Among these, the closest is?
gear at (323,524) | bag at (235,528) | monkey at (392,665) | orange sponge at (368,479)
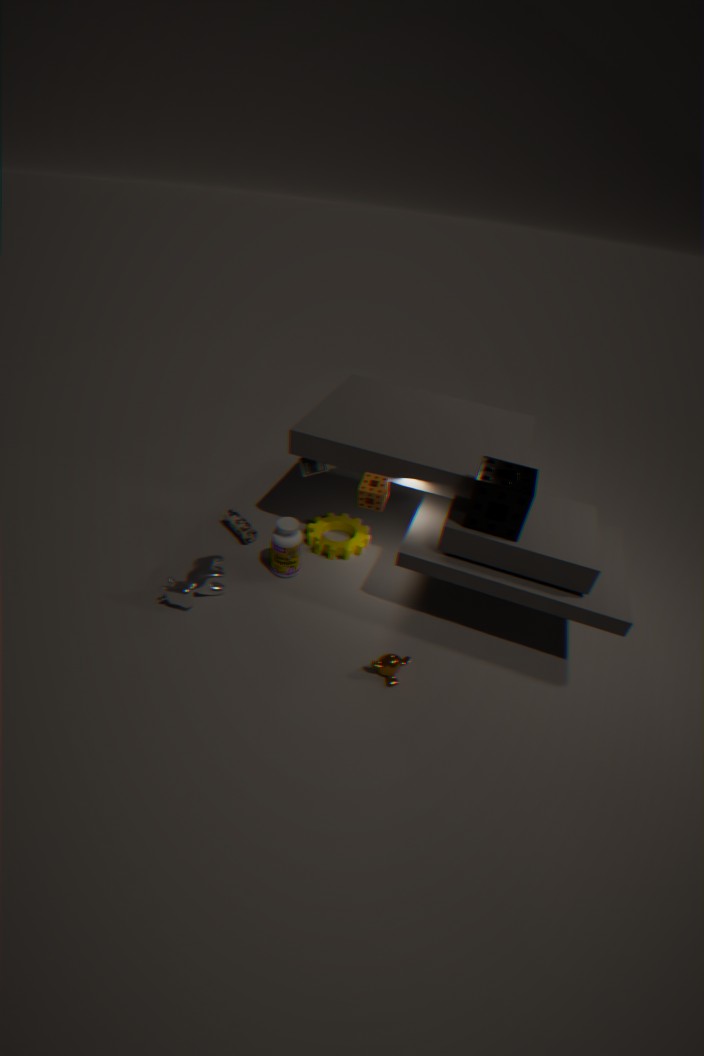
monkey at (392,665)
